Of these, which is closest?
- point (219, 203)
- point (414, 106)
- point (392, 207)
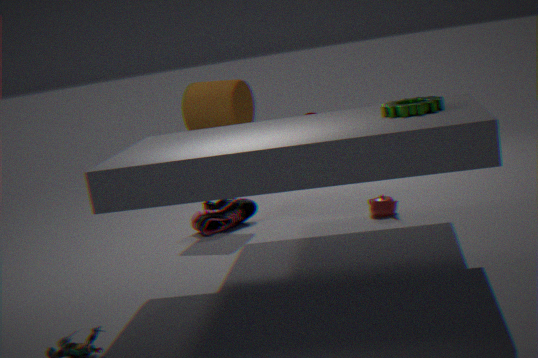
point (414, 106)
